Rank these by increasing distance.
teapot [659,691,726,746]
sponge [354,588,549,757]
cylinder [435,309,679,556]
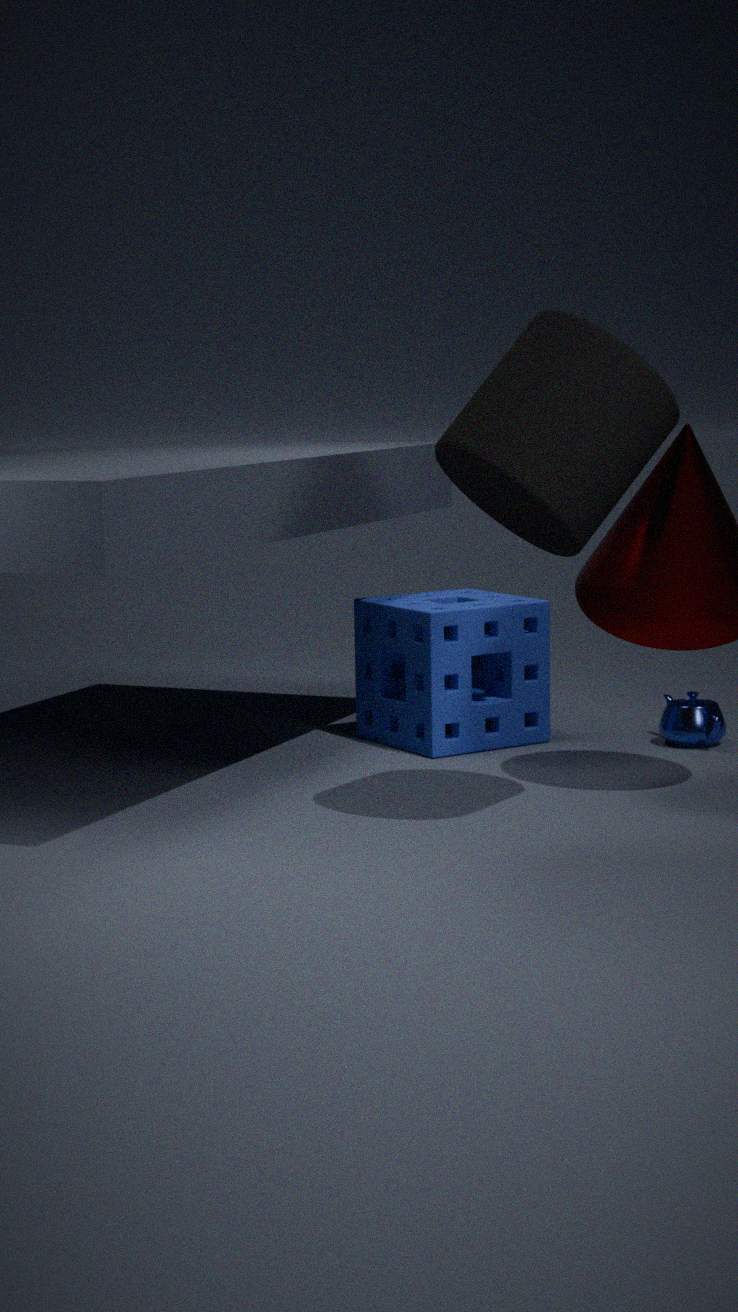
1. cylinder [435,309,679,556]
2. sponge [354,588,549,757]
3. teapot [659,691,726,746]
